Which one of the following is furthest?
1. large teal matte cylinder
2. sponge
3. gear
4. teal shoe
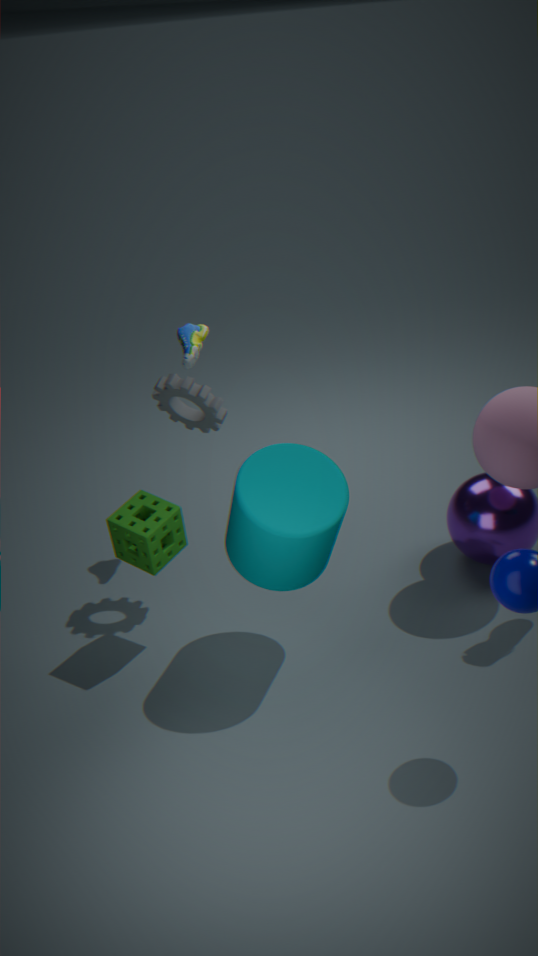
teal shoe
